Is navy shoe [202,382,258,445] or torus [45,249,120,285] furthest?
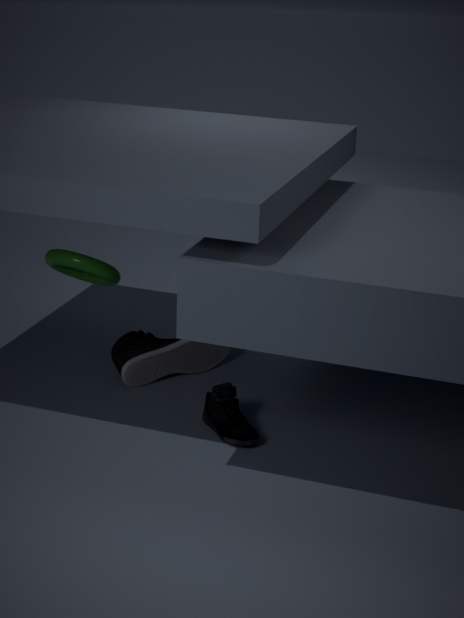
torus [45,249,120,285]
